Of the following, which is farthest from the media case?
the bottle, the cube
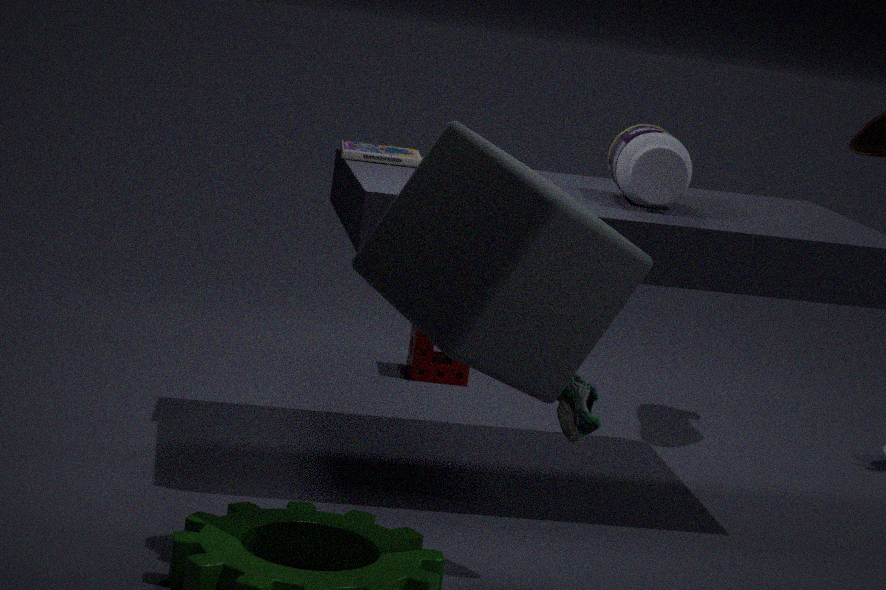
the cube
